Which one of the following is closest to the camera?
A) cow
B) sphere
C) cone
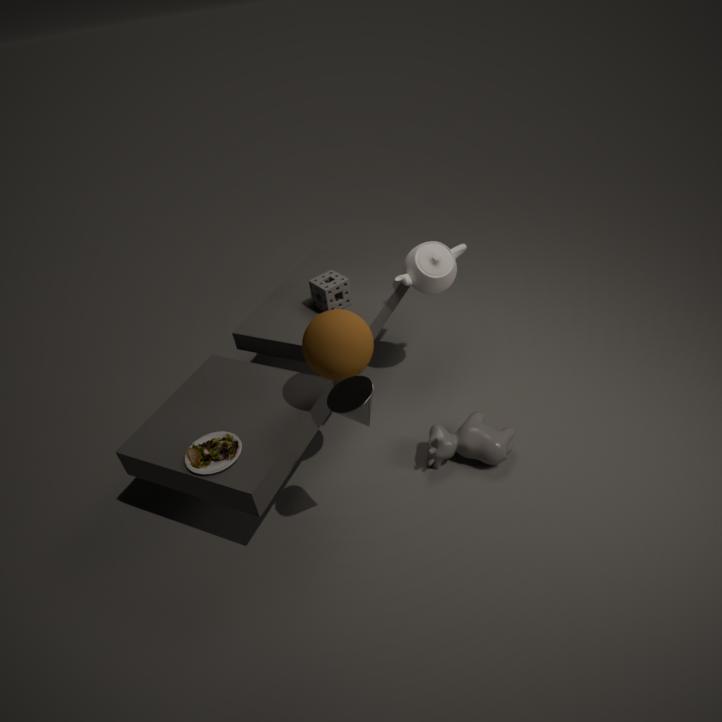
cone
